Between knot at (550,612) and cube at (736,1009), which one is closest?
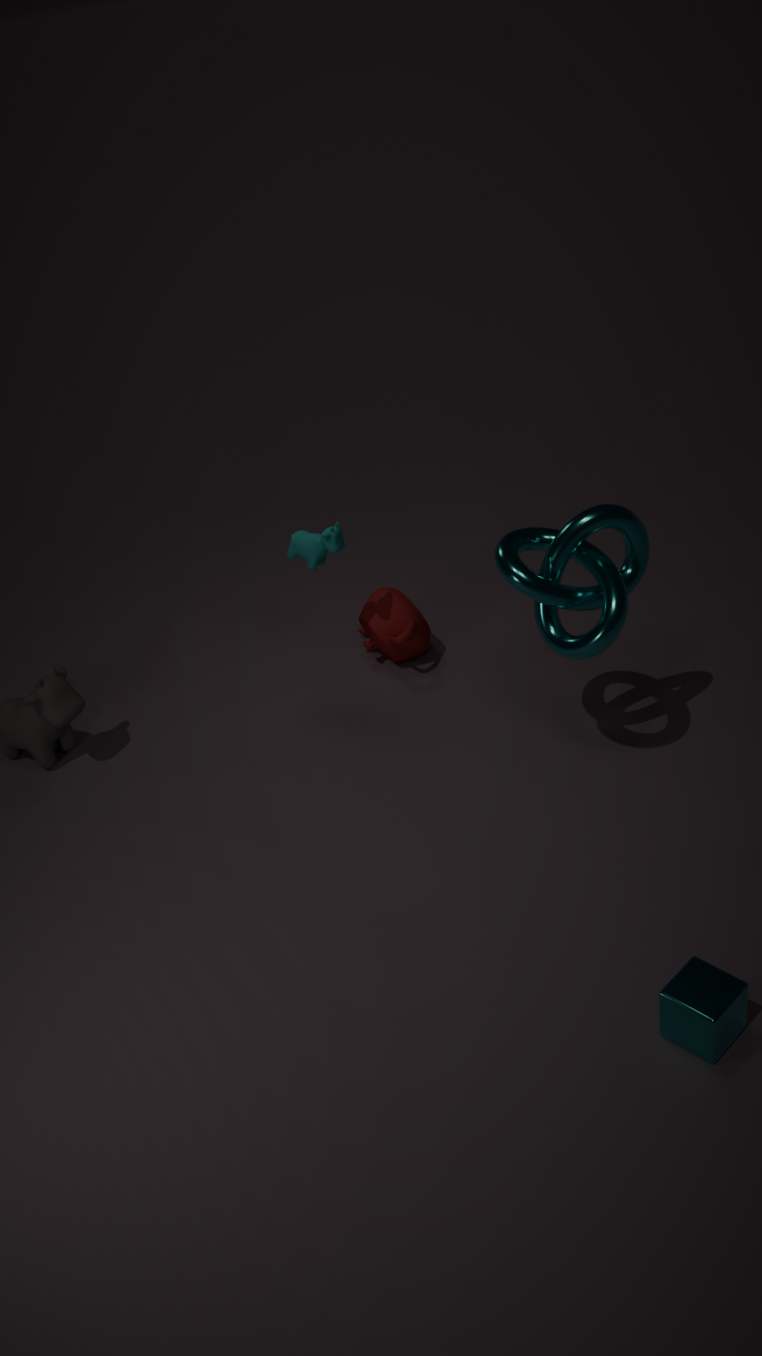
cube at (736,1009)
